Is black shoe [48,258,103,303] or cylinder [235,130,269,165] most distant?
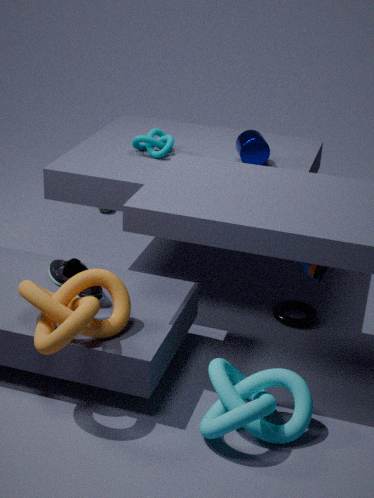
cylinder [235,130,269,165]
